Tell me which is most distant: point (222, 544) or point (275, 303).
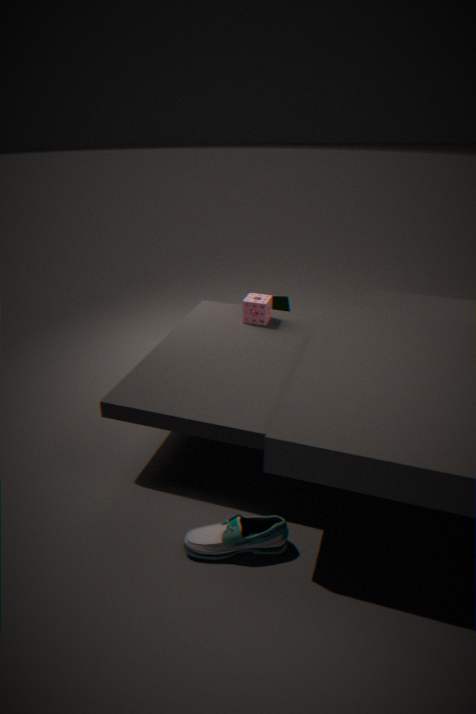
point (275, 303)
